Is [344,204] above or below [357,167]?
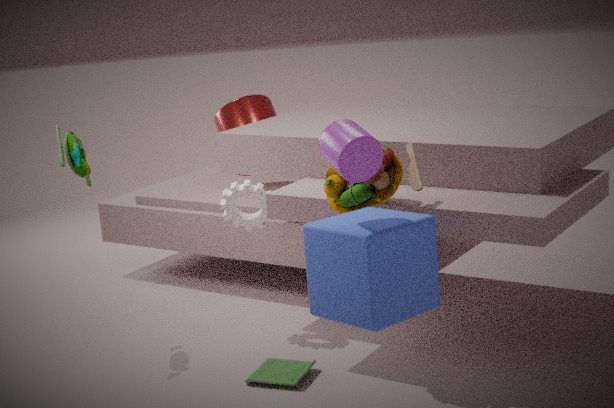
below
